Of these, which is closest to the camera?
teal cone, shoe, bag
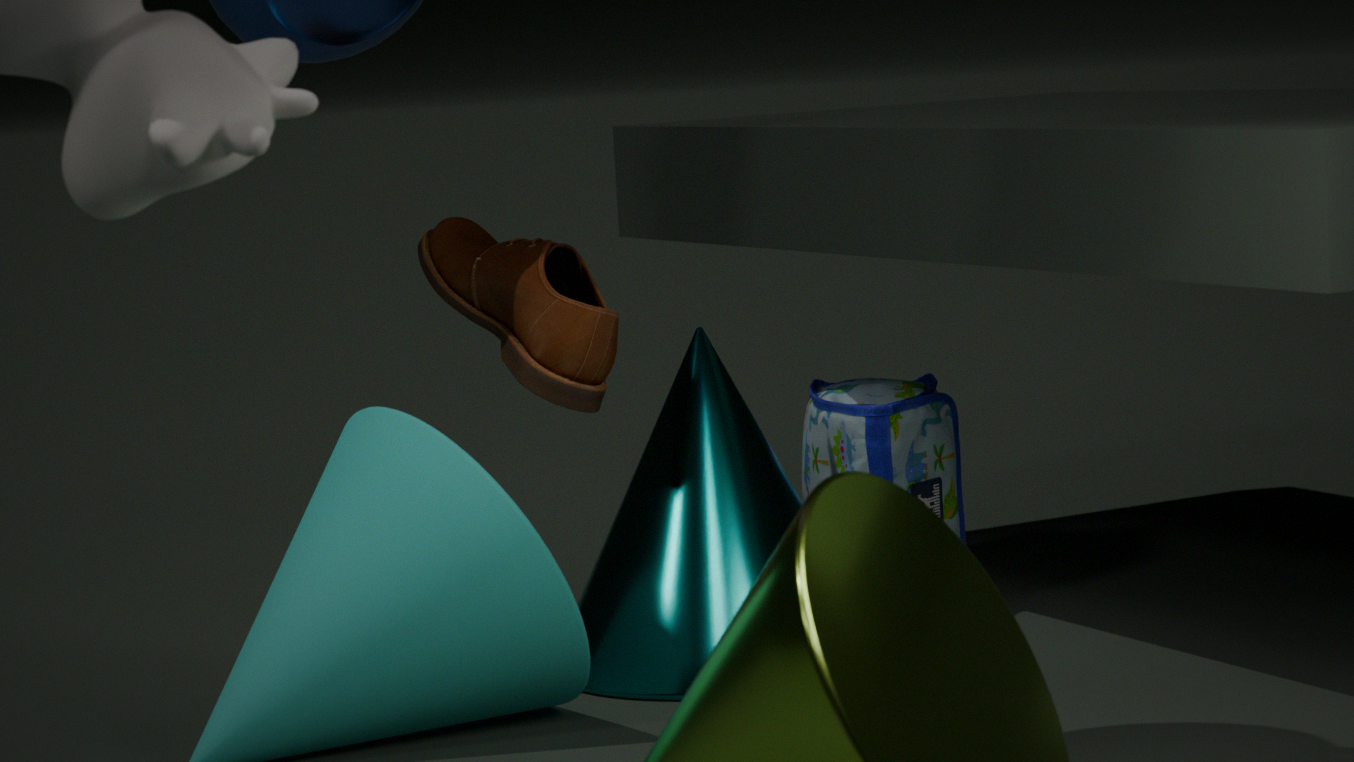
shoe
